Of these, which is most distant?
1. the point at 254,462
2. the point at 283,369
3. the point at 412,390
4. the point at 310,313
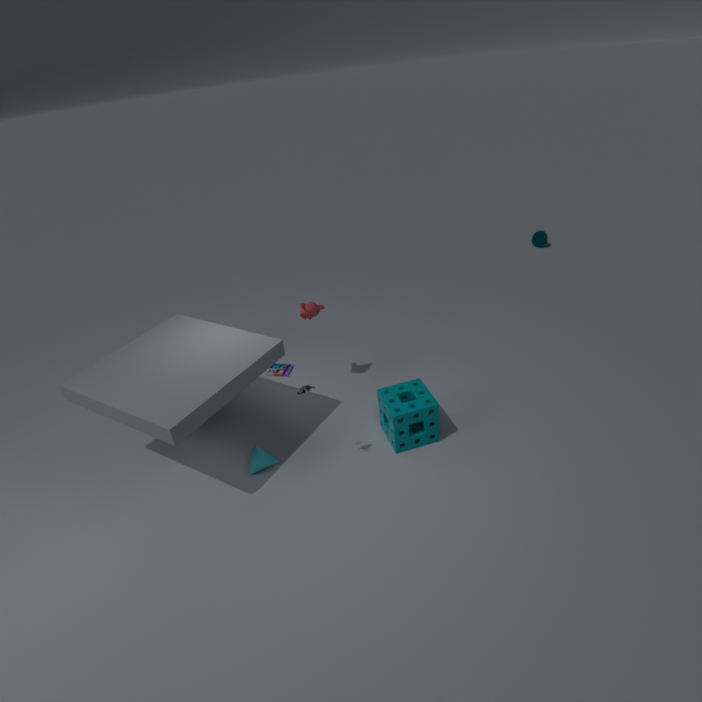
the point at 283,369
